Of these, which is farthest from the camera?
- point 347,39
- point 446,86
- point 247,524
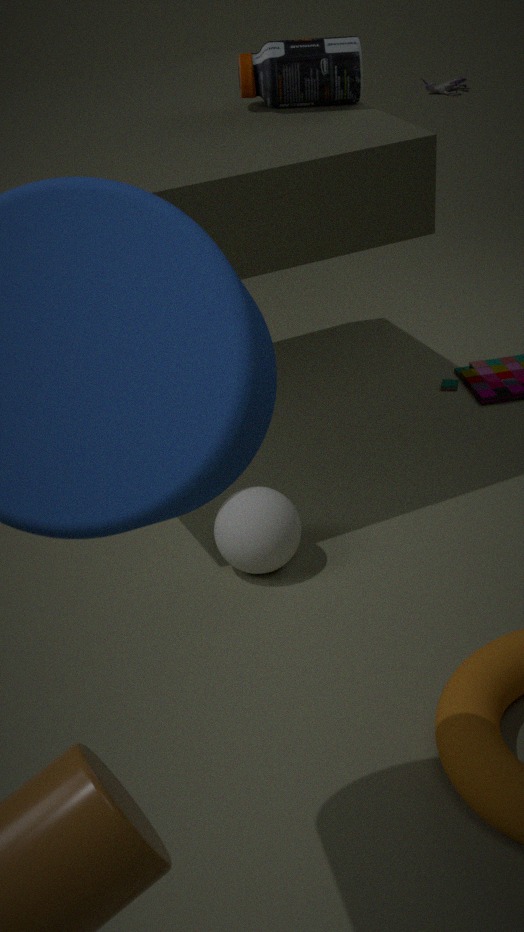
point 446,86
